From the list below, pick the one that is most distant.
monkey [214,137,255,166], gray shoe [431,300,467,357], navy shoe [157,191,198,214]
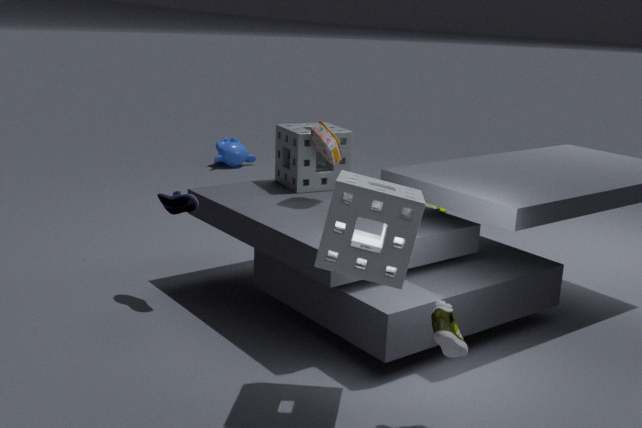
monkey [214,137,255,166]
